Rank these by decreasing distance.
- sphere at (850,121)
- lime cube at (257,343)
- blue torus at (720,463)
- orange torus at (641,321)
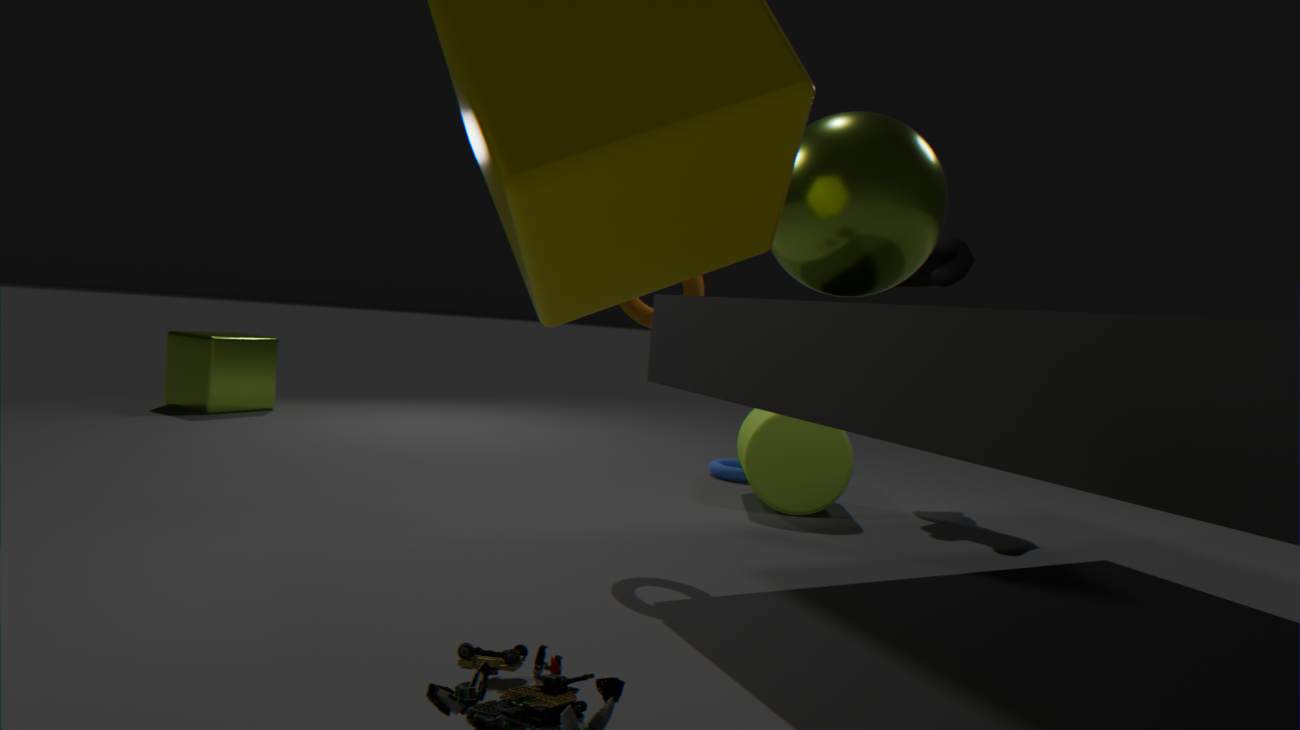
lime cube at (257,343), blue torus at (720,463), orange torus at (641,321), sphere at (850,121)
